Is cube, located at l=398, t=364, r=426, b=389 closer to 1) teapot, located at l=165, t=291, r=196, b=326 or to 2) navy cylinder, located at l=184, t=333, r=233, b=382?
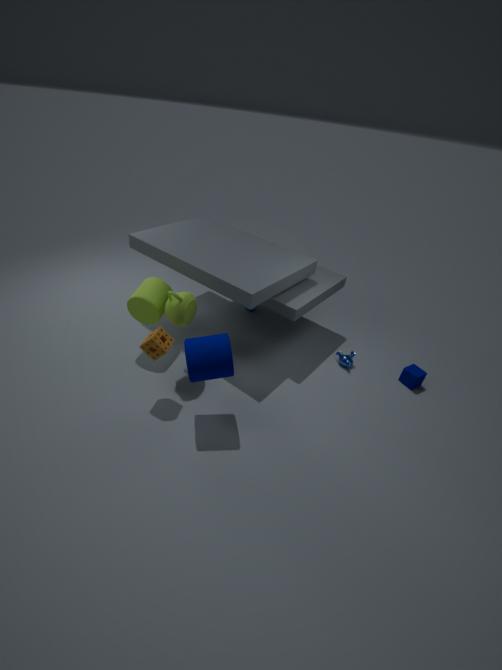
2) navy cylinder, located at l=184, t=333, r=233, b=382
